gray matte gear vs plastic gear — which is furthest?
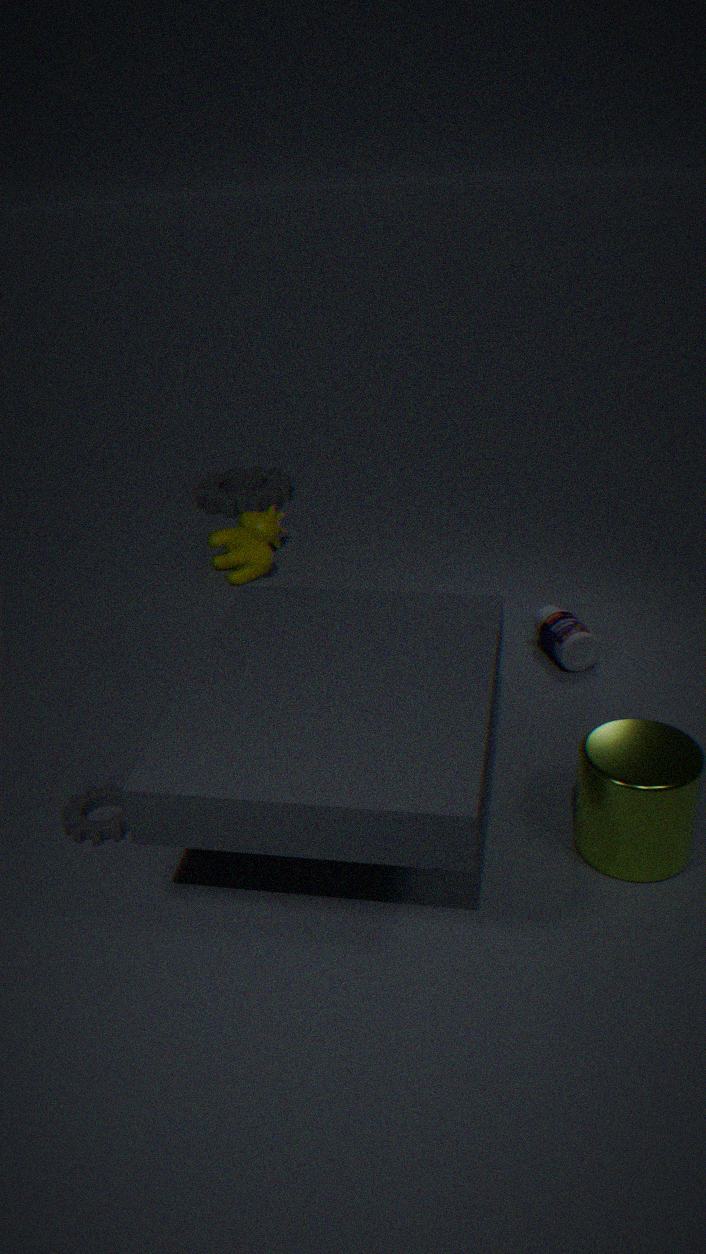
gray matte gear
